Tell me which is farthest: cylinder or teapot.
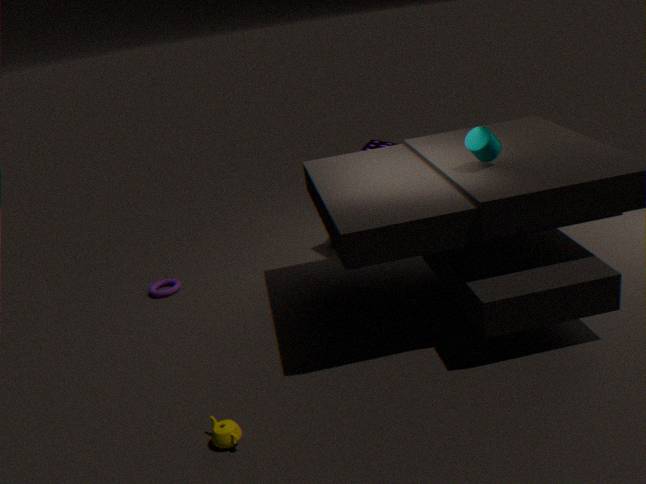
cylinder
